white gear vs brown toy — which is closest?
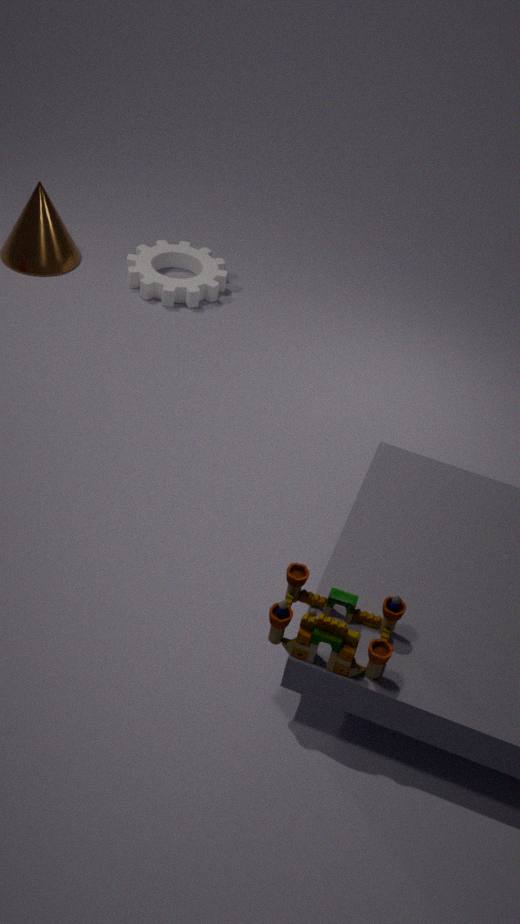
brown toy
